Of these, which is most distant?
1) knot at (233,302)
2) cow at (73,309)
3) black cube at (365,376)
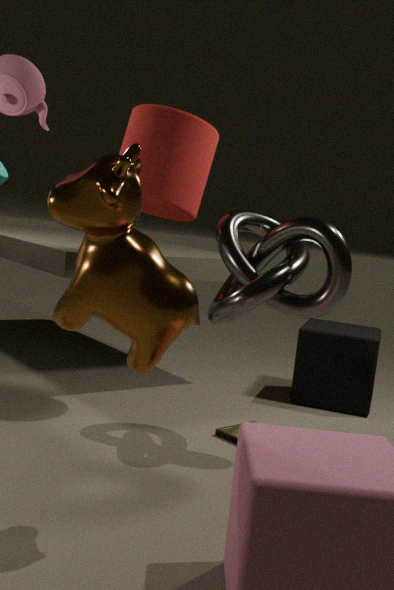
3. black cube at (365,376)
